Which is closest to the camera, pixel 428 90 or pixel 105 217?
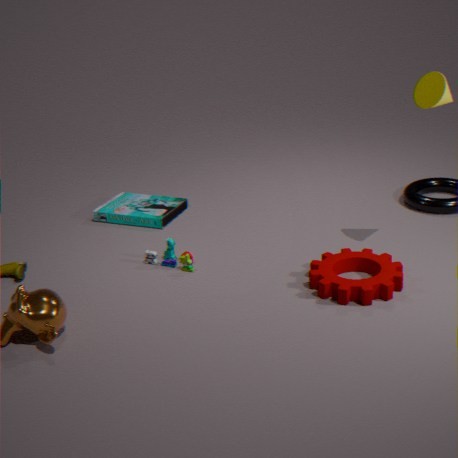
pixel 428 90
